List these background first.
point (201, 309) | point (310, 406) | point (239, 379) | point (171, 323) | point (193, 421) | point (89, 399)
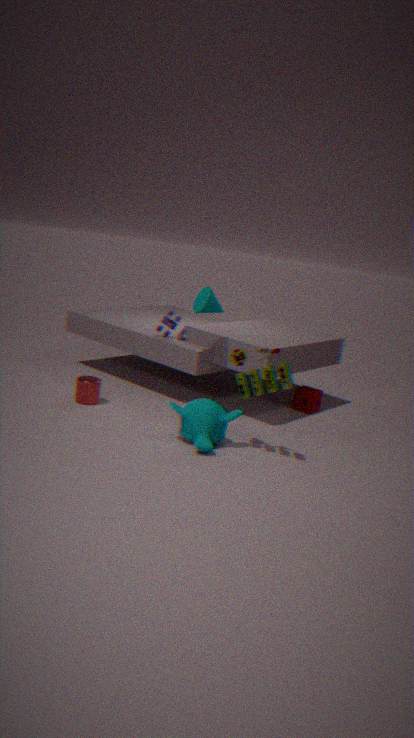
1. point (310, 406)
2. point (171, 323)
3. point (89, 399)
4. point (201, 309)
5. point (239, 379)
6. point (193, 421)
